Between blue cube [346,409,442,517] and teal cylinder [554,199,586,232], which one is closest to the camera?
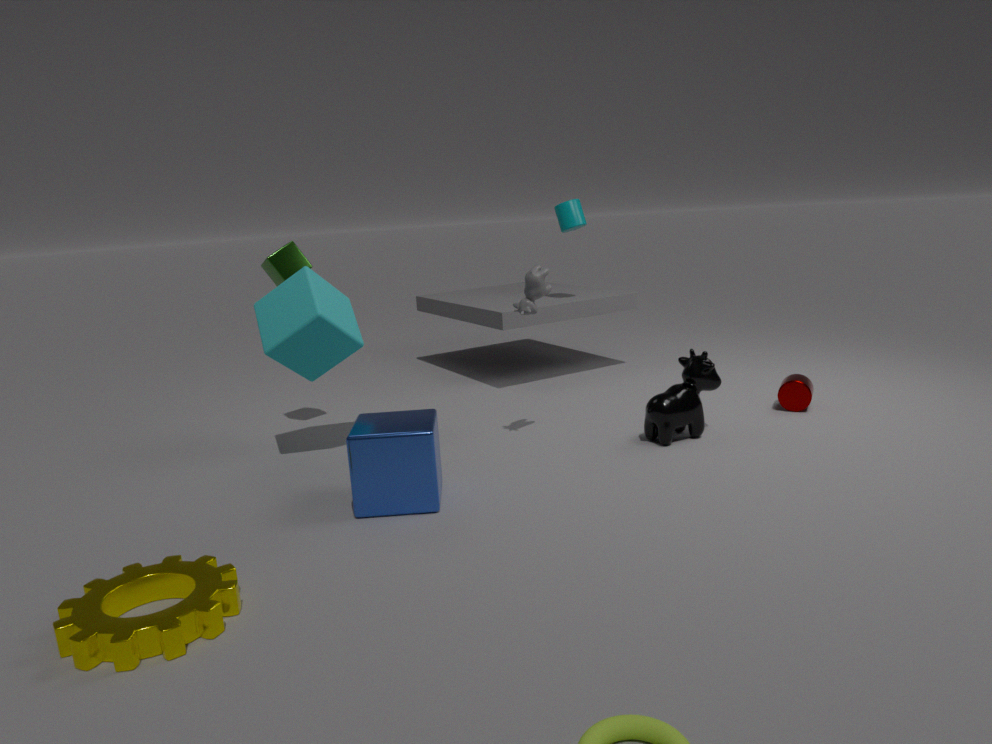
blue cube [346,409,442,517]
